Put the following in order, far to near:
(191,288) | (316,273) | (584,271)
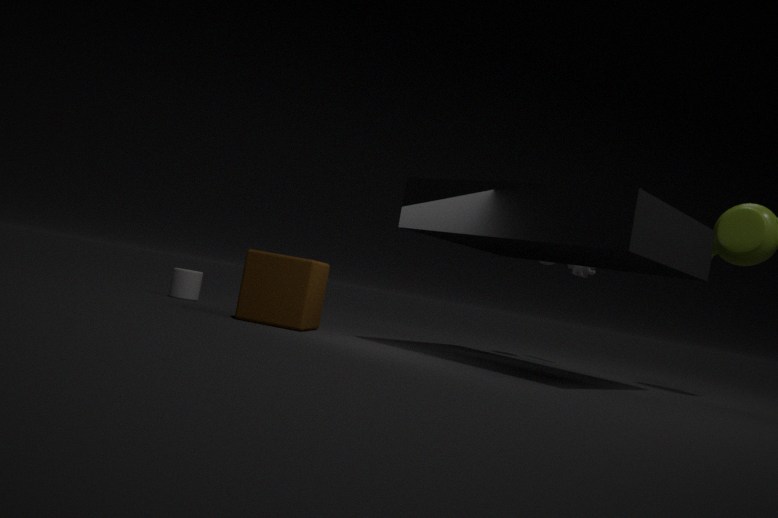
(584,271), (191,288), (316,273)
